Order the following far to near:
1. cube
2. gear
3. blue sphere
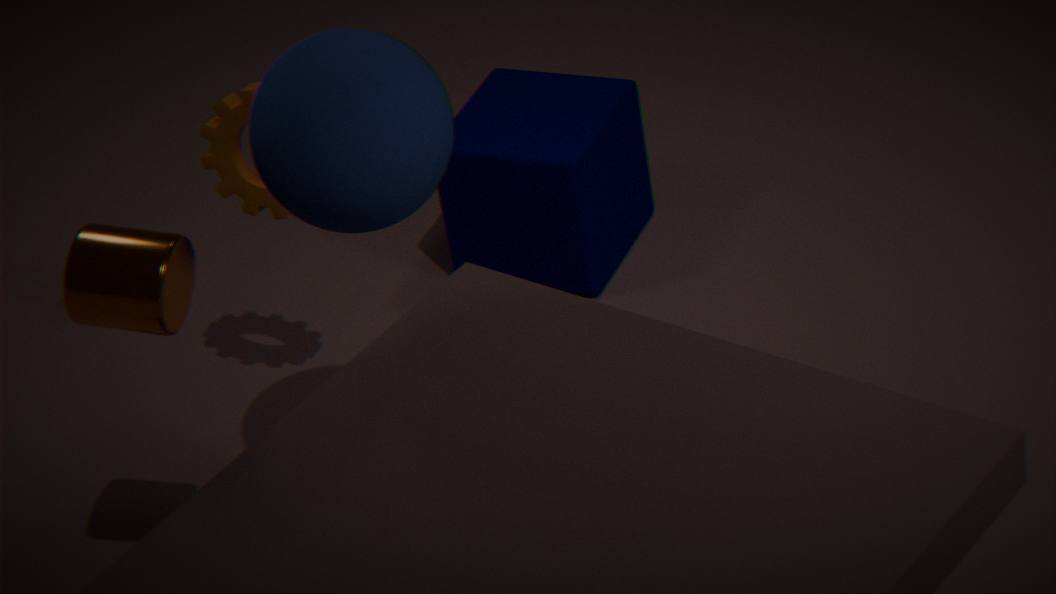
1. cube
2. gear
3. blue sphere
